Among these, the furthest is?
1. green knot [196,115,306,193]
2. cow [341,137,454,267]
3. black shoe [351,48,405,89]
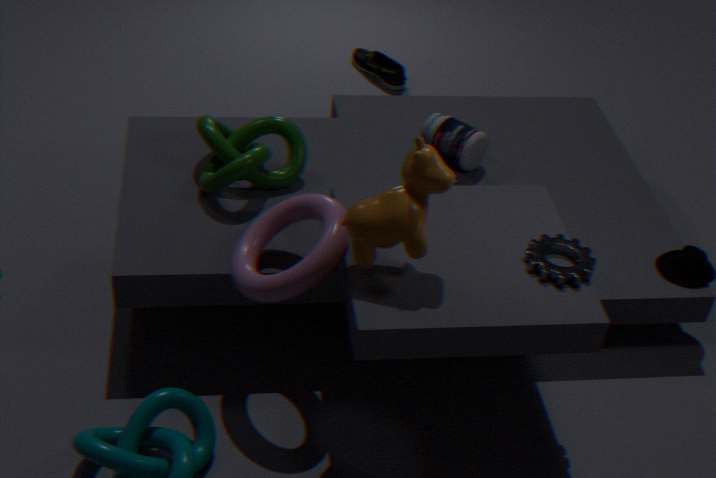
black shoe [351,48,405,89]
